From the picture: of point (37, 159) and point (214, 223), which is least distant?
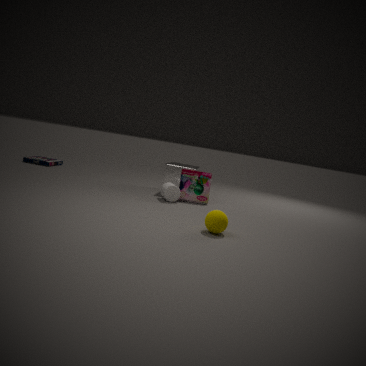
point (214, 223)
